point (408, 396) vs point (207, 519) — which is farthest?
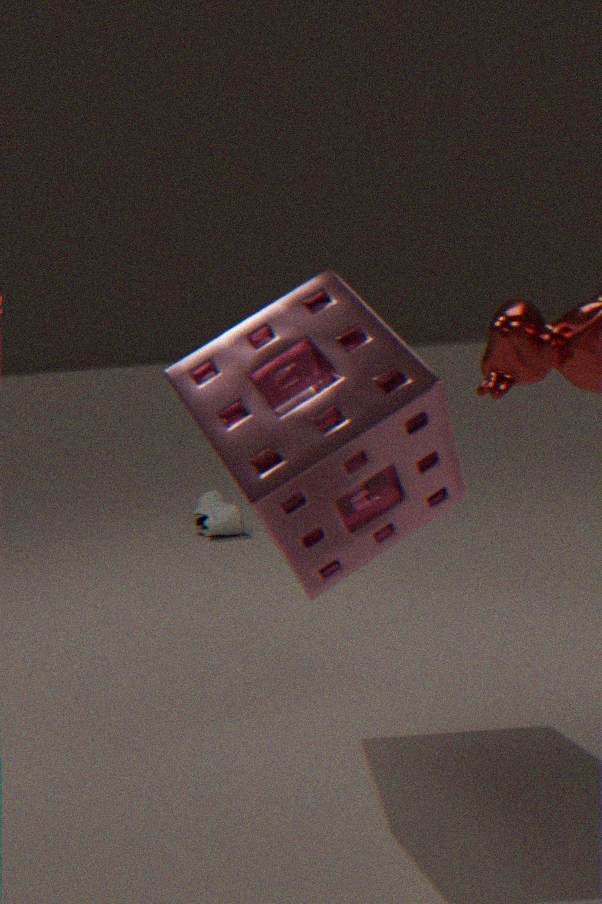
point (207, 519)
